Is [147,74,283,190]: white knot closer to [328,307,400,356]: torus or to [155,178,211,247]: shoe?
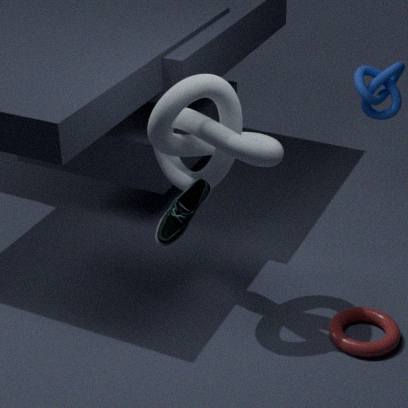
[155,178,211,247]: shoe
